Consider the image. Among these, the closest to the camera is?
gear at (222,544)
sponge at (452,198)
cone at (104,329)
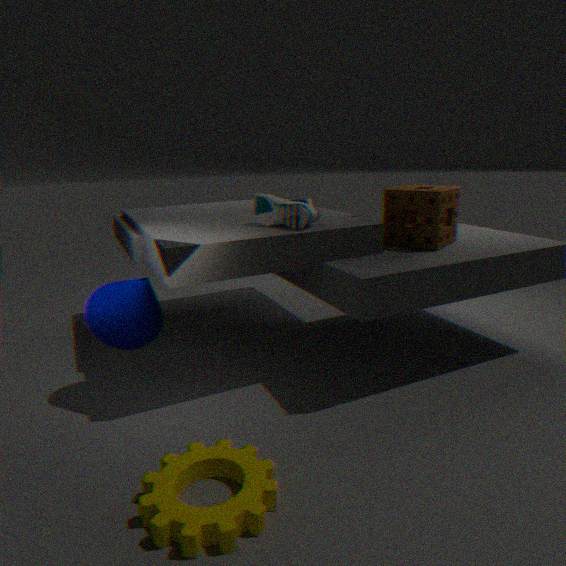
gear at (222,544)
